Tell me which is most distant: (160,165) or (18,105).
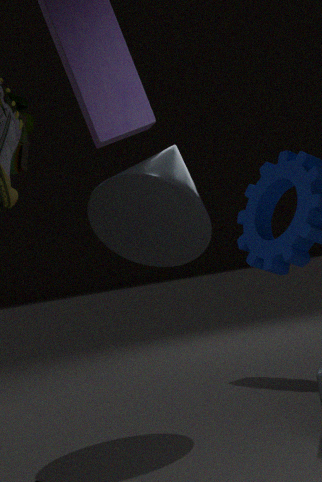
(18,105)
